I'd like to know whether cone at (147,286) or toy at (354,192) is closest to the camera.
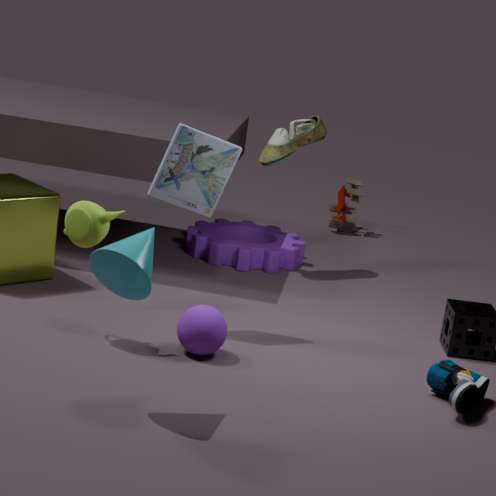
cone at (147,286)
